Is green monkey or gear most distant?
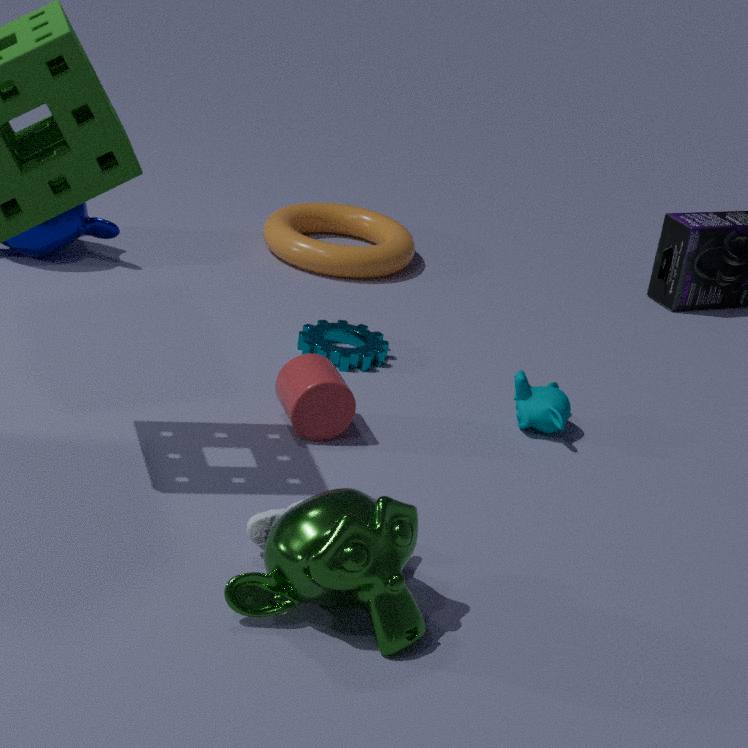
gear
